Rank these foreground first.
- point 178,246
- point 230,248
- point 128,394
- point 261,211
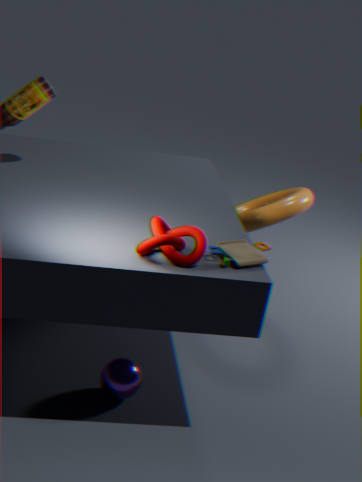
1. point 178,246
2. point 230,248
3. point 128,394
4. point 261,211
